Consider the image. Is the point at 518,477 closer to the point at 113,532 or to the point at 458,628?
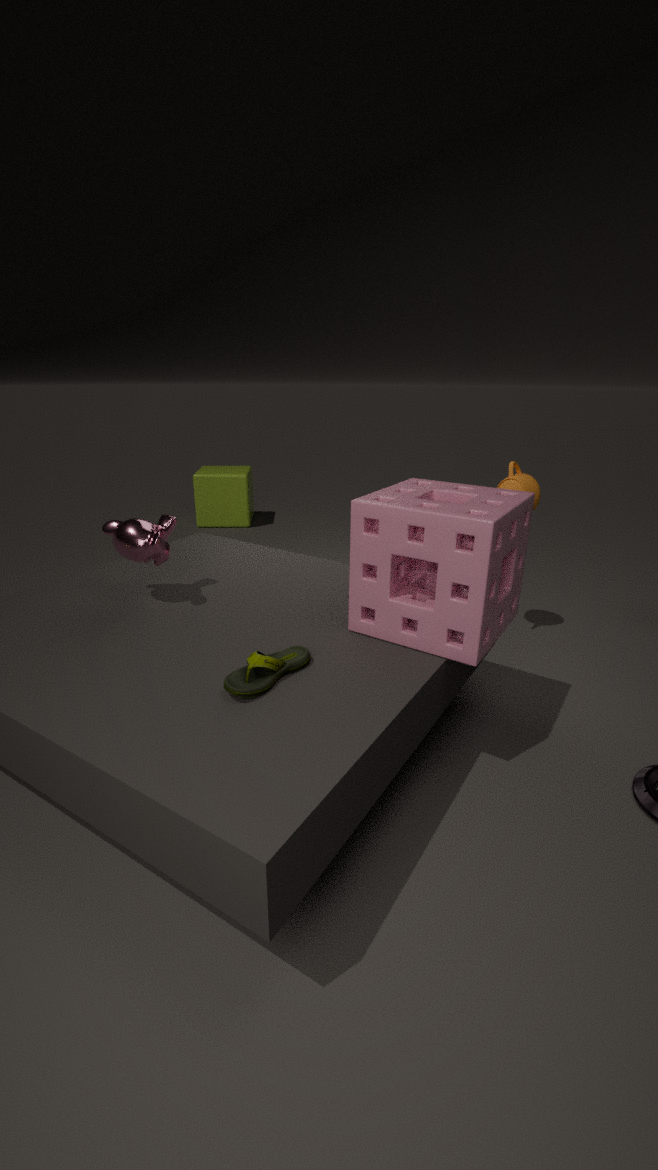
the point at 458,628
